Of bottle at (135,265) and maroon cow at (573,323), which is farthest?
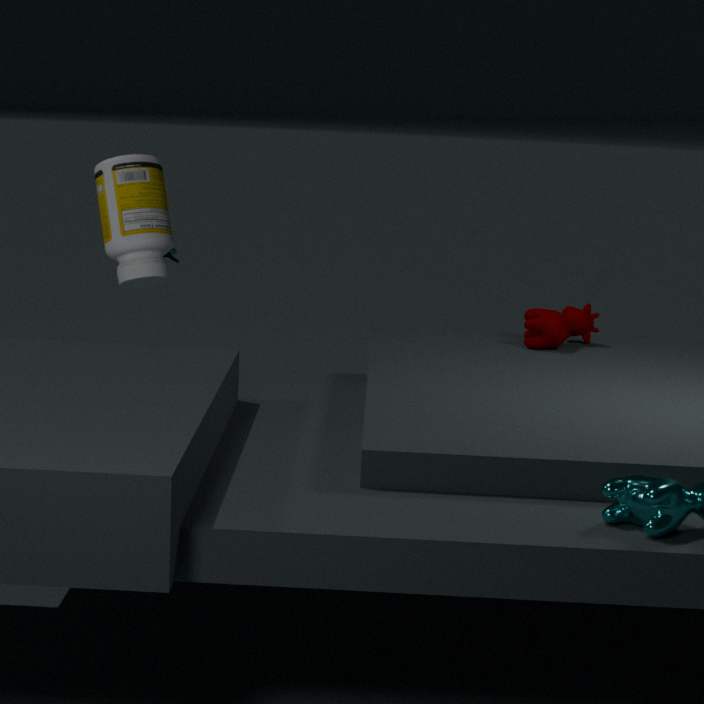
maroon cow at (573,323)
